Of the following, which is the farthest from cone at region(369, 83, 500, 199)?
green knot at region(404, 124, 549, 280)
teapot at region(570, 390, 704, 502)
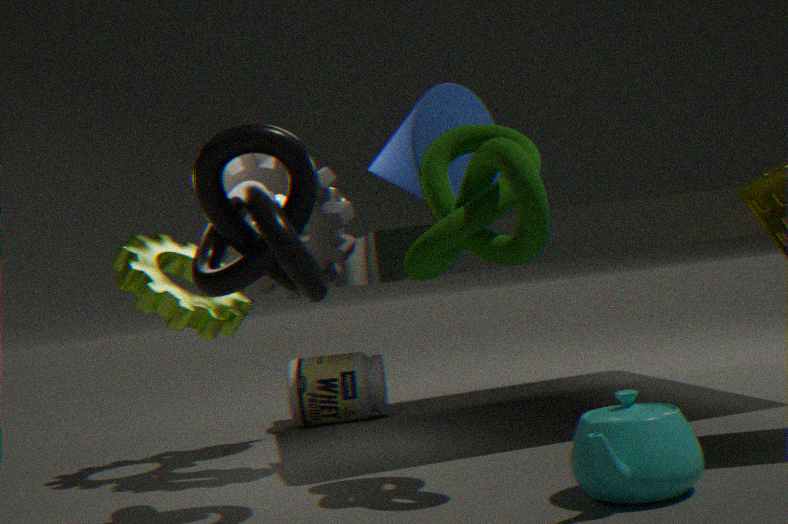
teapot at region(570, 390, 704, 502)
